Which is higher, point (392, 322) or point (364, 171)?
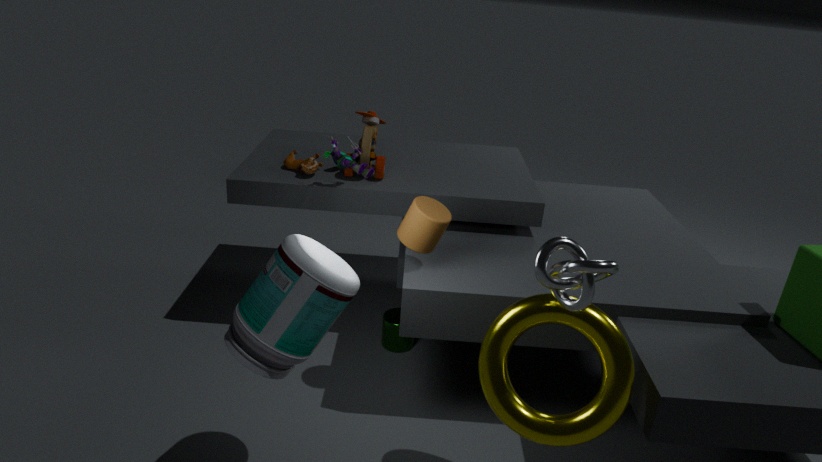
point (364, 171)
